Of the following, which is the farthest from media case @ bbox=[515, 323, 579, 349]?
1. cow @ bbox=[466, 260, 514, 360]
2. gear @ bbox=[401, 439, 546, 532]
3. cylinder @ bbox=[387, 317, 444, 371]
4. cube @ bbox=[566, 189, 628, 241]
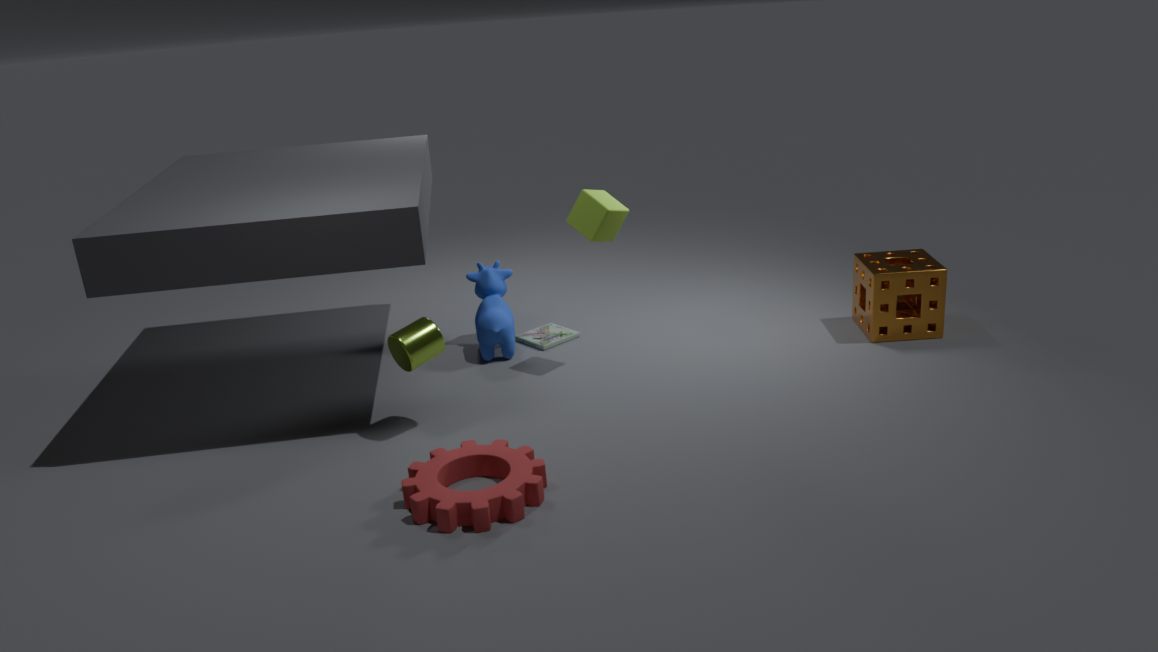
gear @ bbox=[401, 439, 546, 532]
